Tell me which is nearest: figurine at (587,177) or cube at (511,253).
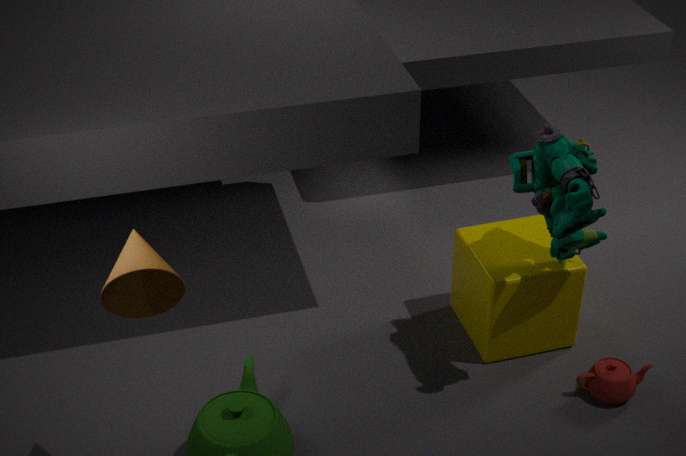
figurine at (587,177)
